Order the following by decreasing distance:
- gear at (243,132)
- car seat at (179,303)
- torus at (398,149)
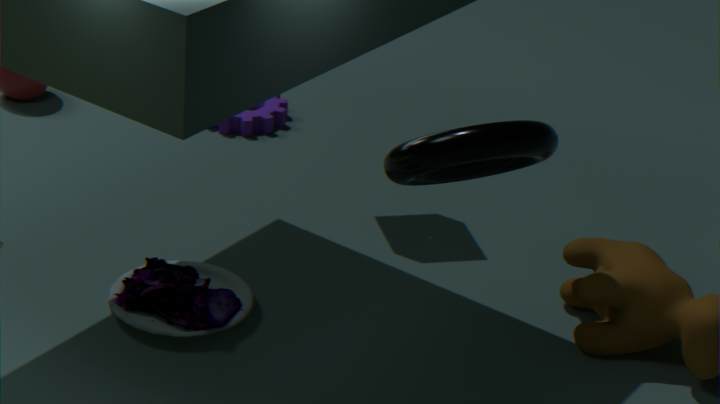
gear at (243,132)
car seat at (179,303)
torus at (398,149)
